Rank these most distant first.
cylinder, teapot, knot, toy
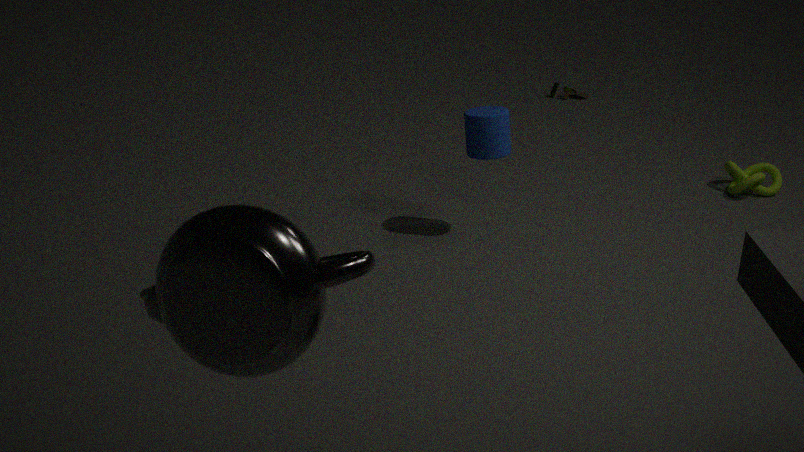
toy
knot
cylinder
teapot
